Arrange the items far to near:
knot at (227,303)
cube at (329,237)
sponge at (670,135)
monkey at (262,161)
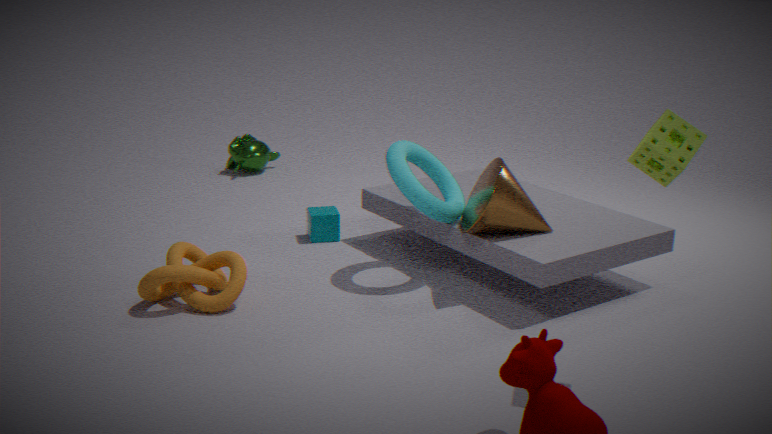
1. monkey at (262,161)
2. cube at (329,237)
3. knot at (227,303)
4. sponge at (670,135)
